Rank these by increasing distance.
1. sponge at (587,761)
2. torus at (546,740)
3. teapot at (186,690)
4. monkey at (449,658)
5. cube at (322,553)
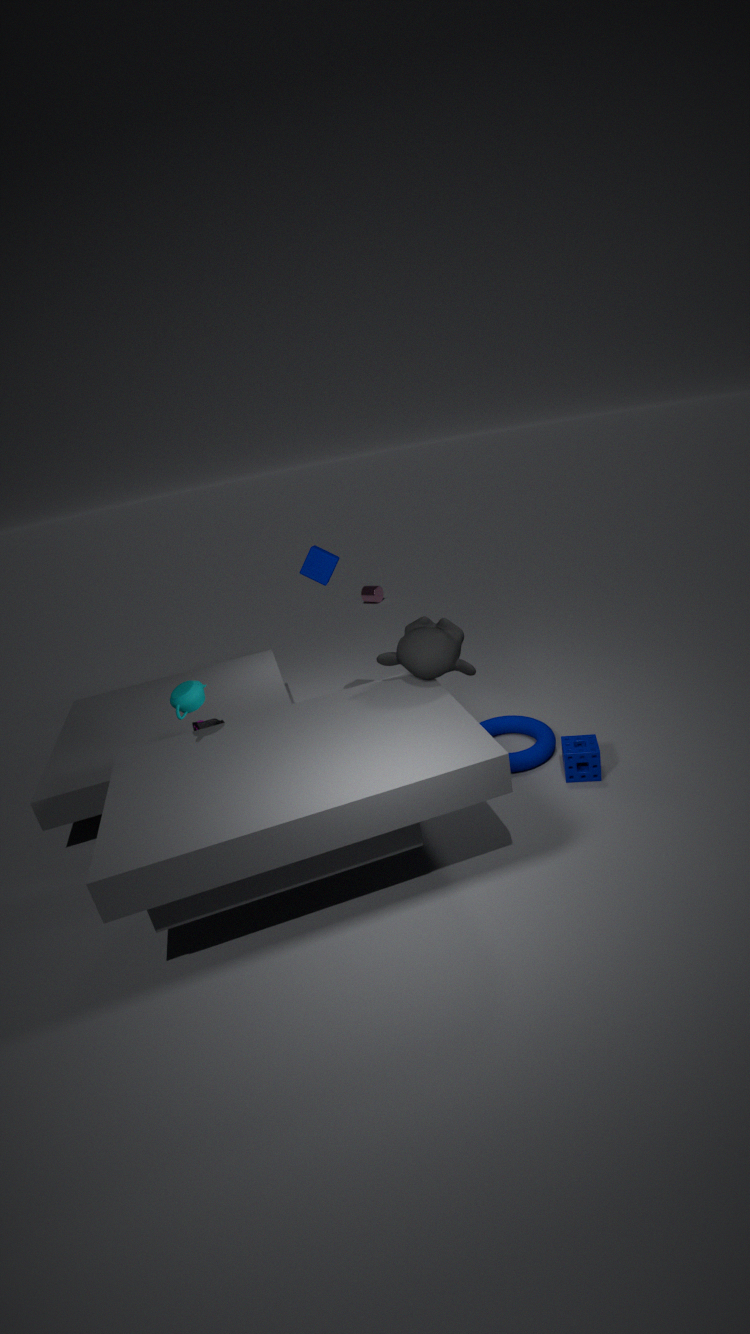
teapot at (186,690), monkey at (449,658), sponge at (587,761), torus at (546,740), cube at (322,553)
